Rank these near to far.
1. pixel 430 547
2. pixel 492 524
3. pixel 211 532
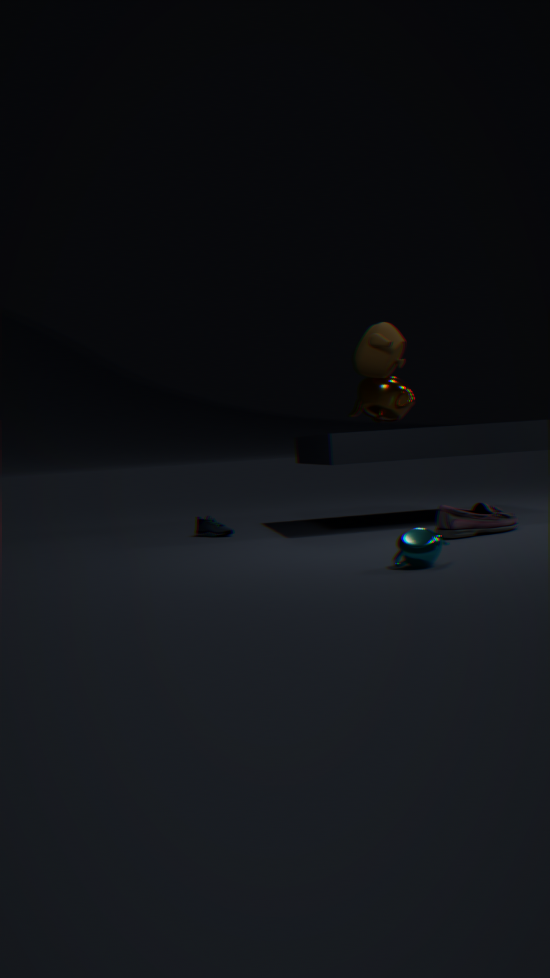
1. pixel 430 547
2. pixel 492 524
3. pixel 211 532
